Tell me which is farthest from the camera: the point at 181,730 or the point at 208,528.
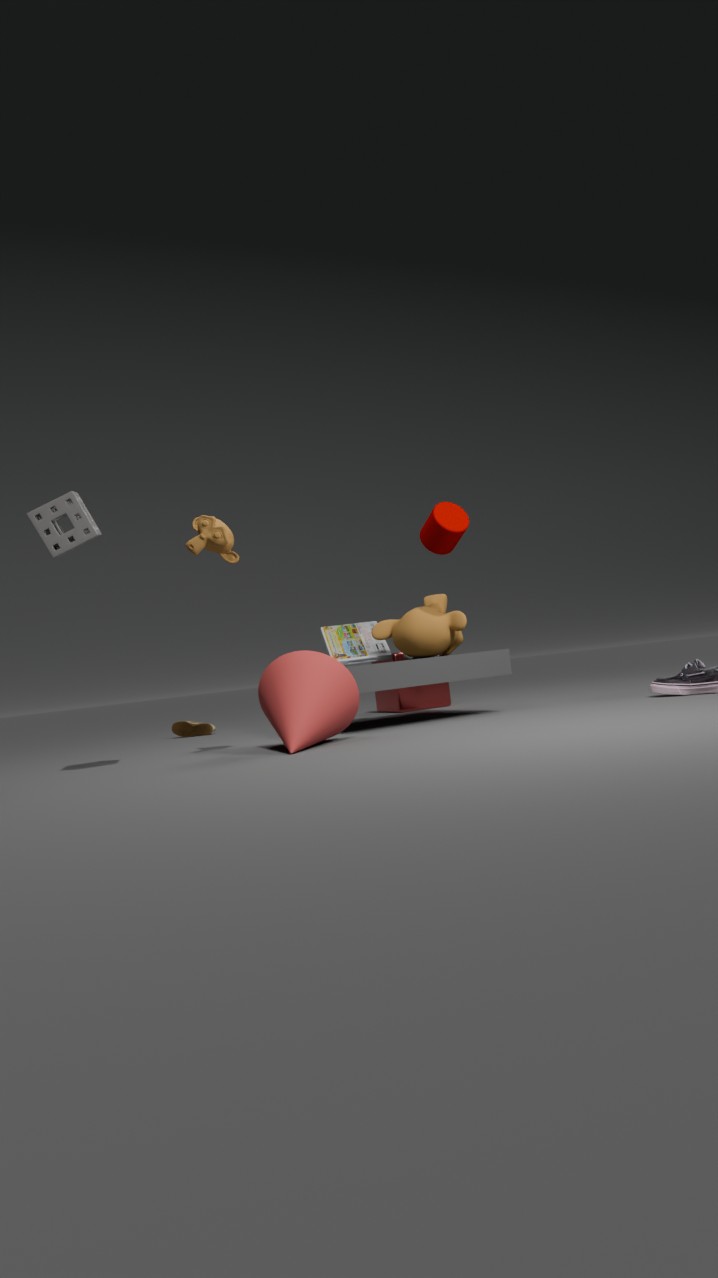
the point at 181,730
